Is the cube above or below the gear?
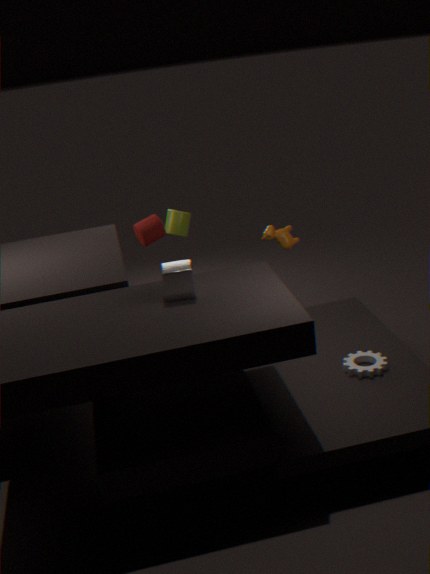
above
